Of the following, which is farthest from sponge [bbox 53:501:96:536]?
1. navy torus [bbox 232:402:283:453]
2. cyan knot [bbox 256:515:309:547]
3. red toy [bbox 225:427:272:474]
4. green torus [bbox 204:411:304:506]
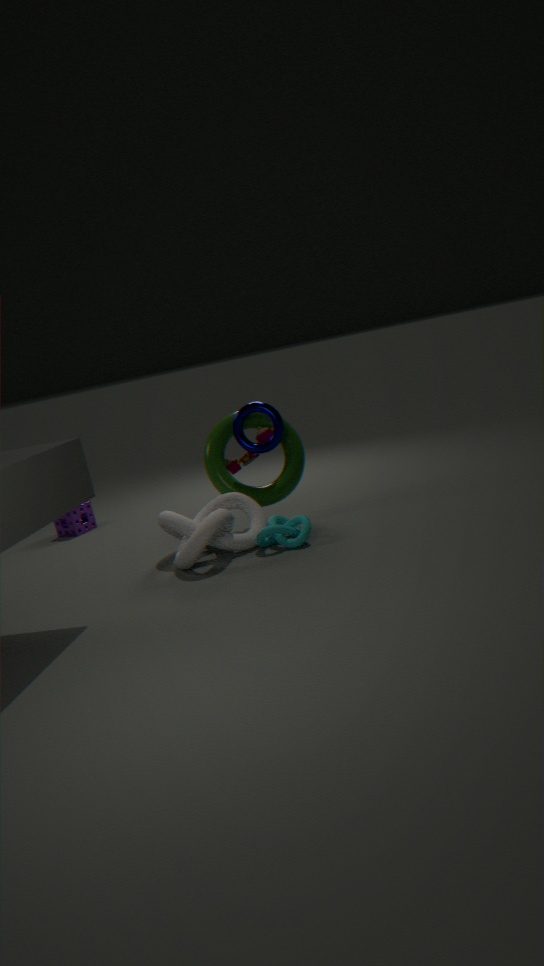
cyan knot [bbox 256:515:309:547]
